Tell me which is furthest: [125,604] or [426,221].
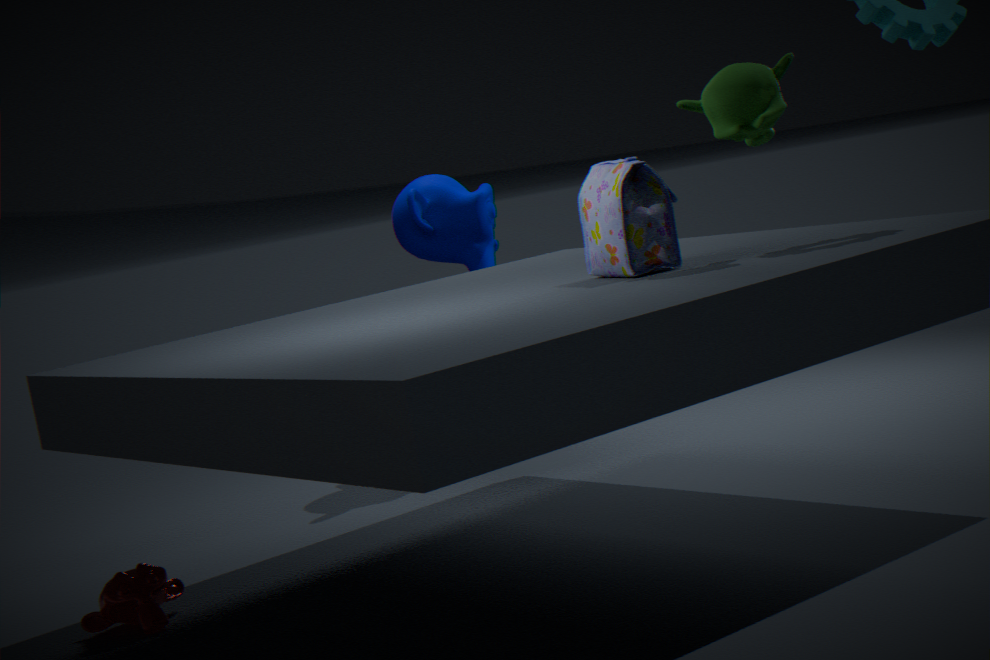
[426,221]
